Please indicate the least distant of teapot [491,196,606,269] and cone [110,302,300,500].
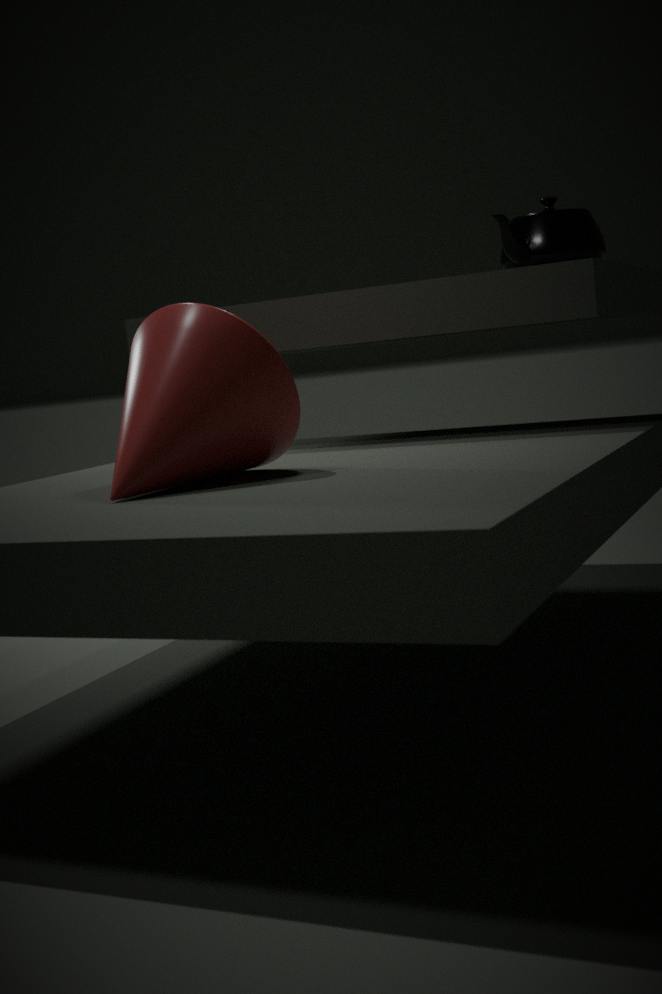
cone [110,302,300,500]
